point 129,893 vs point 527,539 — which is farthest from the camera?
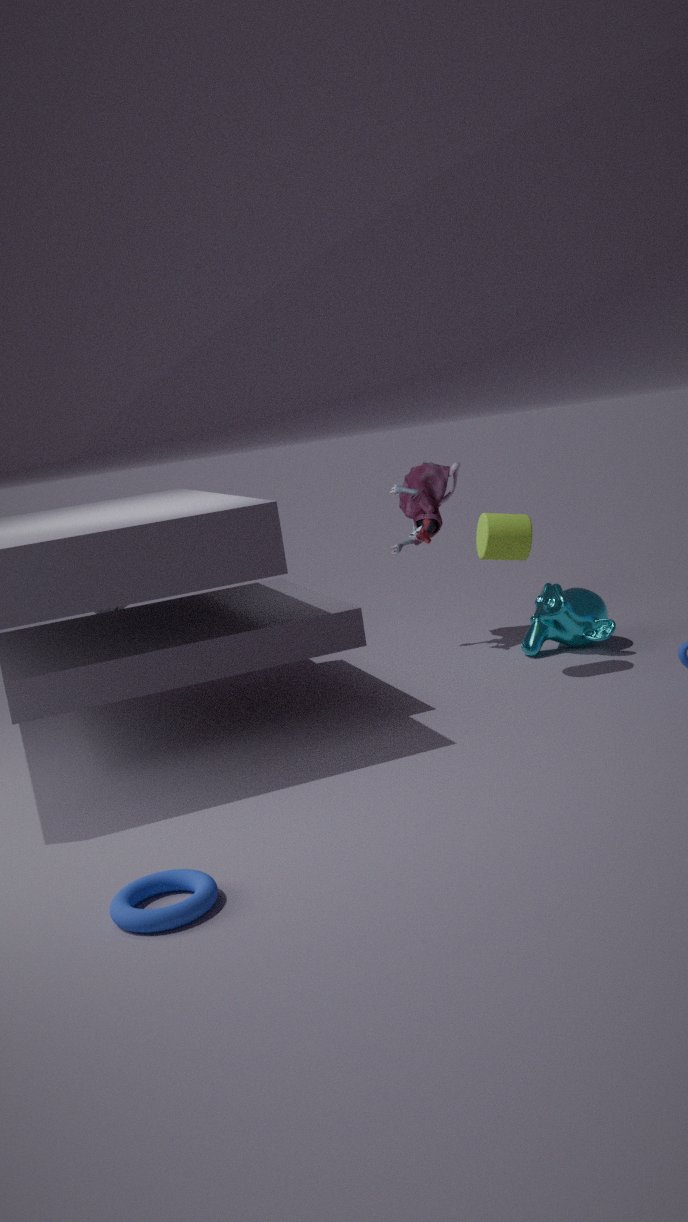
point 527,539
